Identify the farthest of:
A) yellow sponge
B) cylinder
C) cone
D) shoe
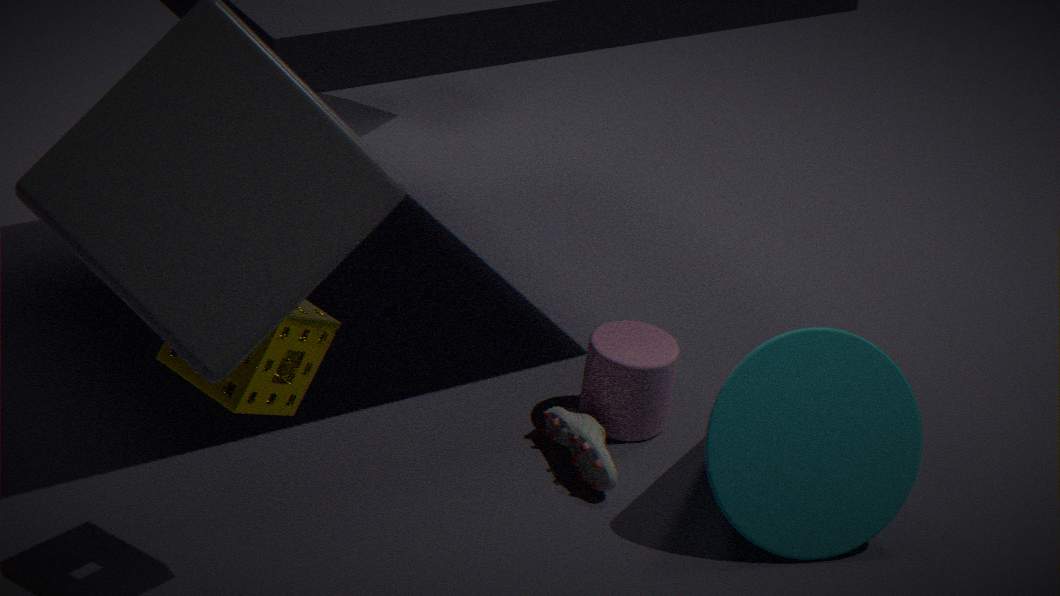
cylinder
